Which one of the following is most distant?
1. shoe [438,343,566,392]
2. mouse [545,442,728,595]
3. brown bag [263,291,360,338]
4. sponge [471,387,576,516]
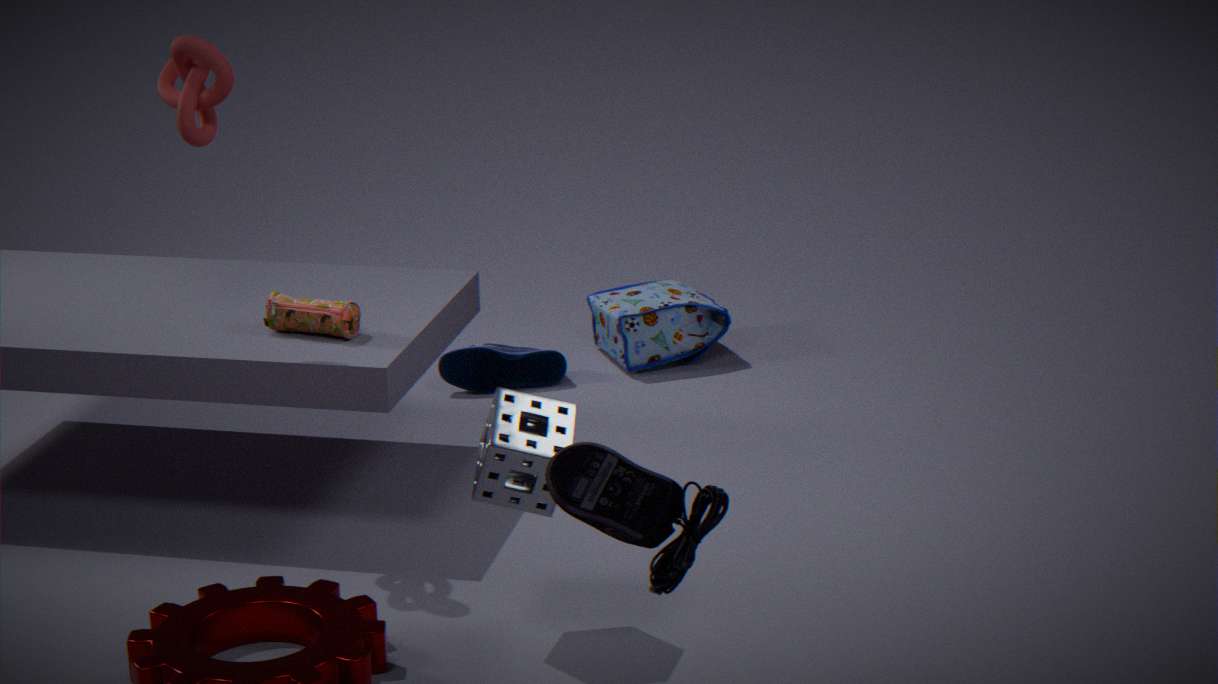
shoe [438,343,566,392]
